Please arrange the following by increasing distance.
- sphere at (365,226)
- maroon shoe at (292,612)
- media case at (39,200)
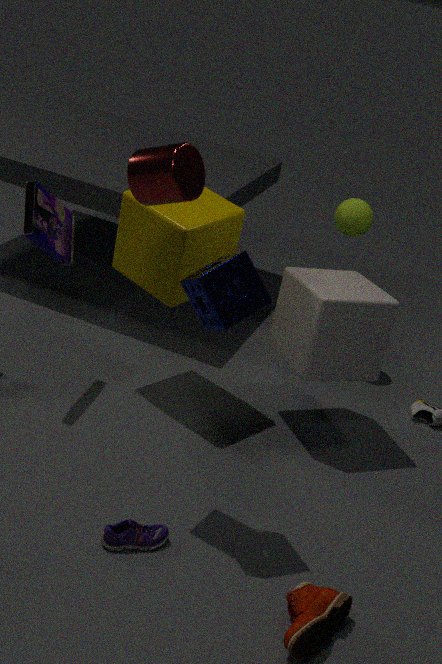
maroon shoe at (292,612)
media case at (39,200)
sphere at (365,226)
